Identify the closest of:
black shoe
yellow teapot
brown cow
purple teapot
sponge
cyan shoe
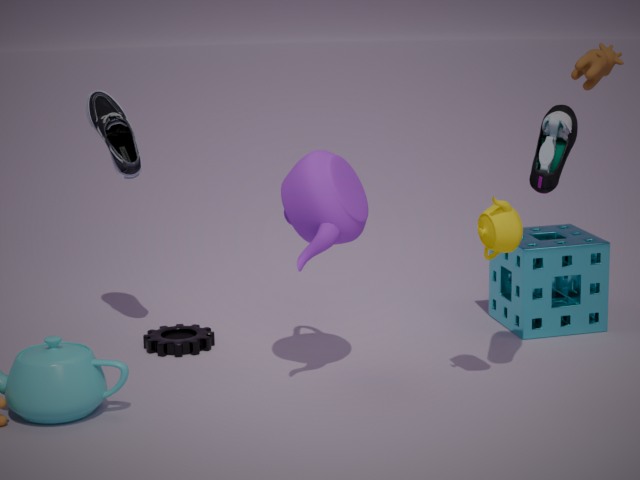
cyan shoe
